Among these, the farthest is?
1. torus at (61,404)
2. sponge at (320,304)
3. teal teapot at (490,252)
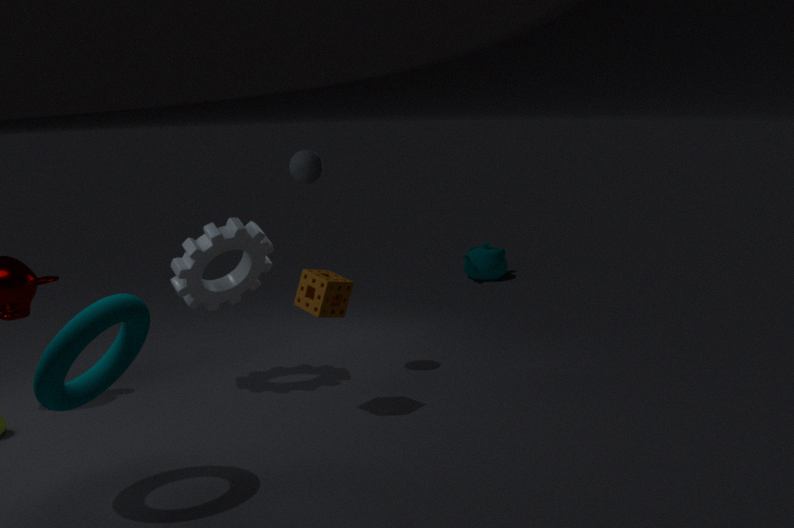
teal teapot at (490,252)
